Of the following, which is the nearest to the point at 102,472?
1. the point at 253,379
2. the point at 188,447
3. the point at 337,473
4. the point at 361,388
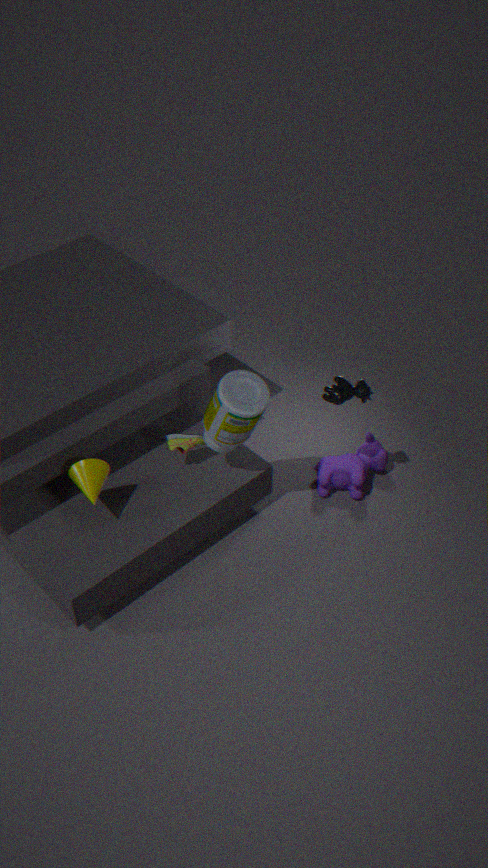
the point at 188,447
